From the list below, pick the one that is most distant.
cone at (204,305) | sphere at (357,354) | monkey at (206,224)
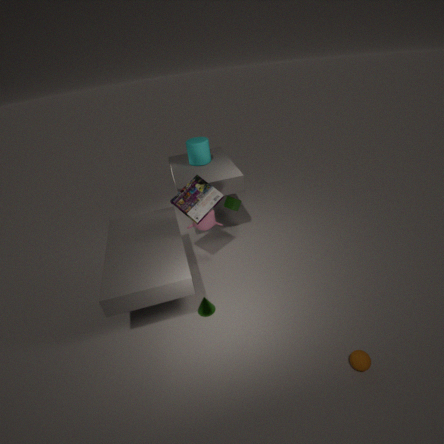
monkey at (206,224)
